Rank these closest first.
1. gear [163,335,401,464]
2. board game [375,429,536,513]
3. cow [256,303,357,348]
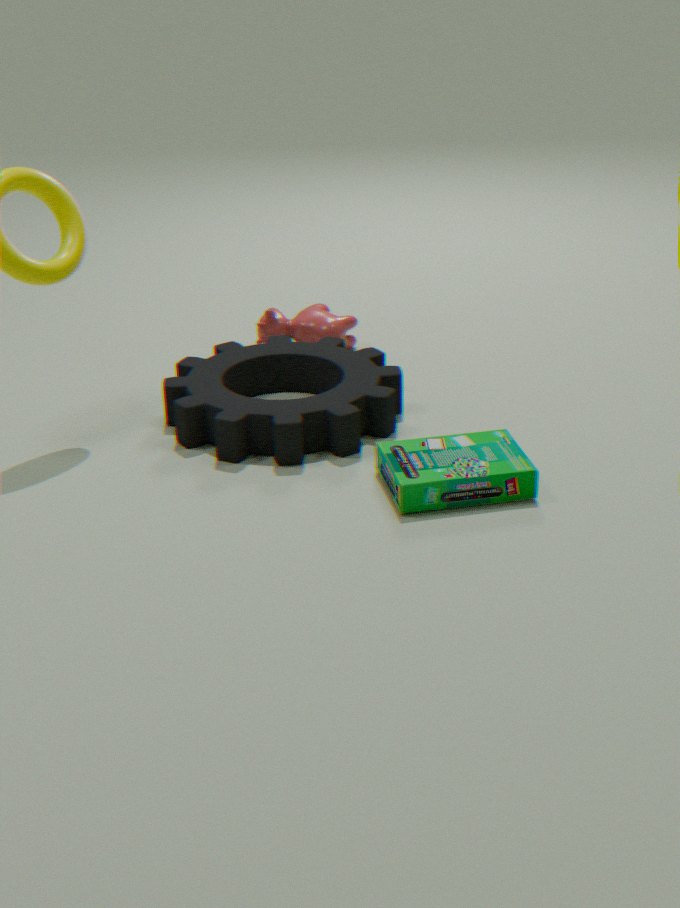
board game [375,429,536,513] → gear [163,335,401,464] → cow [256,303,357,348]
